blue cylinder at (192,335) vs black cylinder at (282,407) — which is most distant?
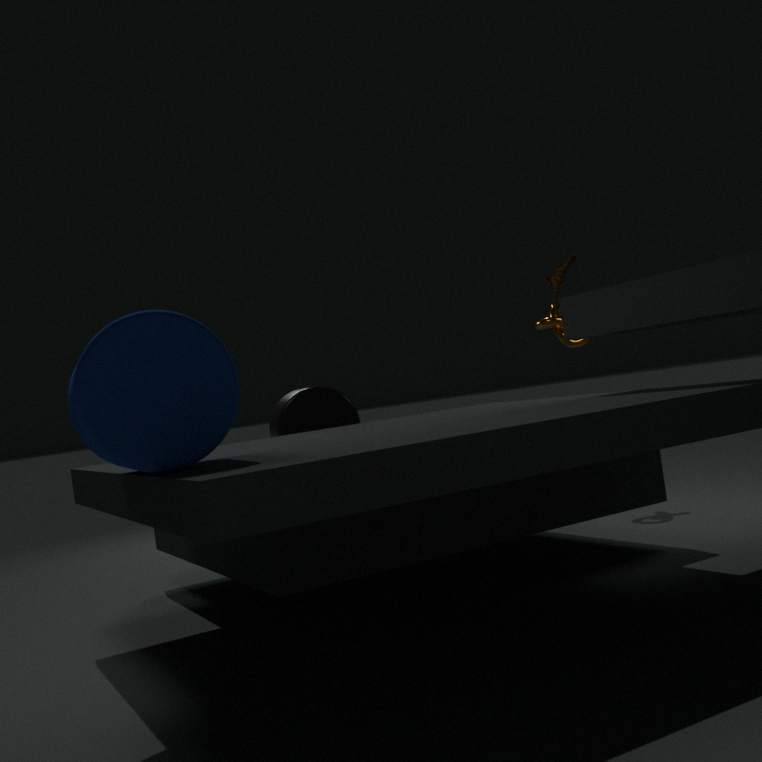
black cylinder at (282,407)
